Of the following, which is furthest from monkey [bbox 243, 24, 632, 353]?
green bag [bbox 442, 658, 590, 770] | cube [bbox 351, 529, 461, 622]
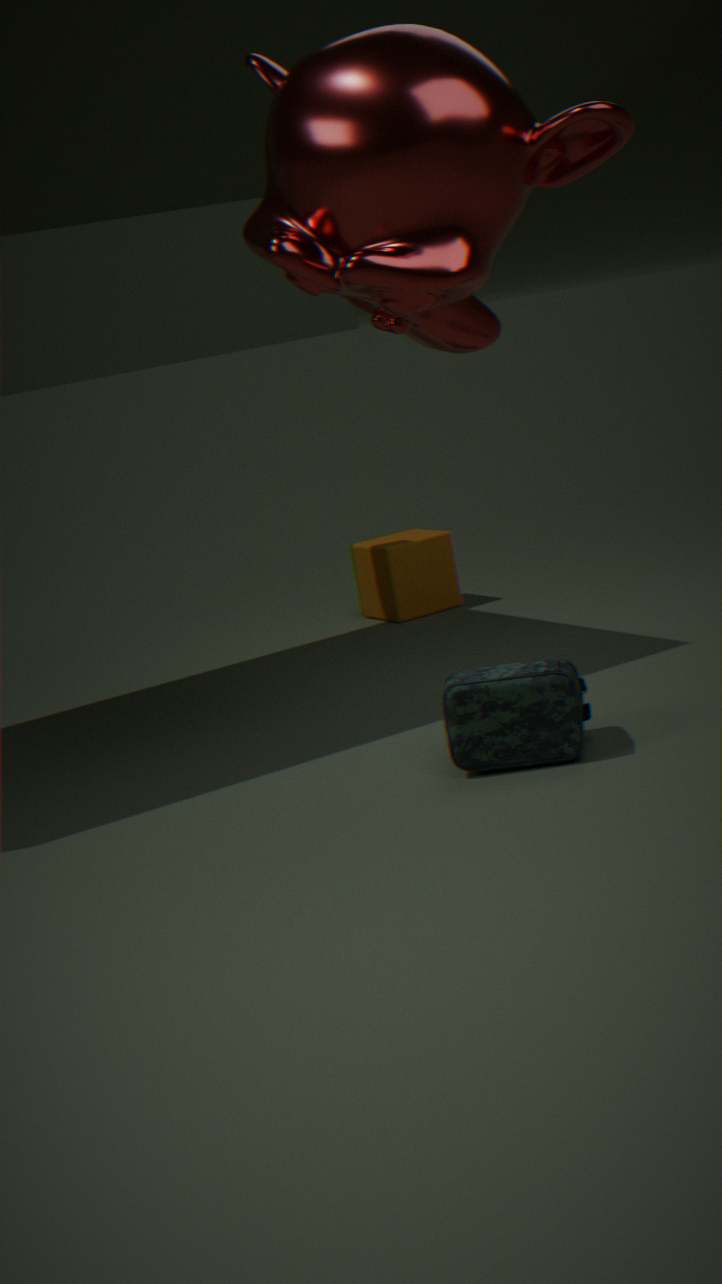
cube [bbox 351, 529, 461, 622]
